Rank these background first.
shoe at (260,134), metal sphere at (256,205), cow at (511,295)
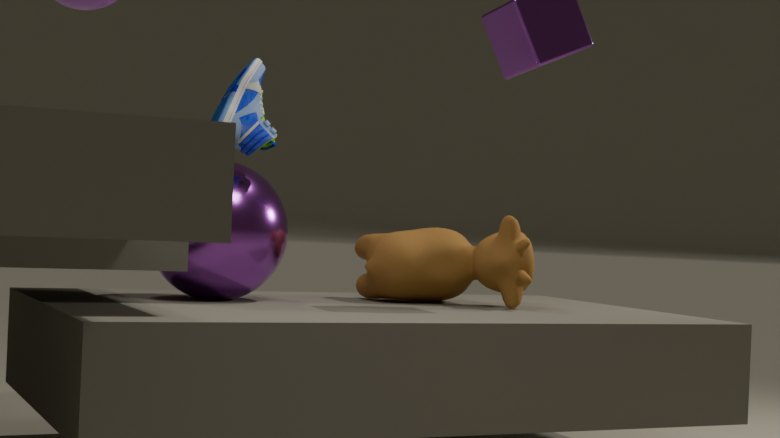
cow at (511,295), metal sphere at (256,205), shoe at (260,134)
